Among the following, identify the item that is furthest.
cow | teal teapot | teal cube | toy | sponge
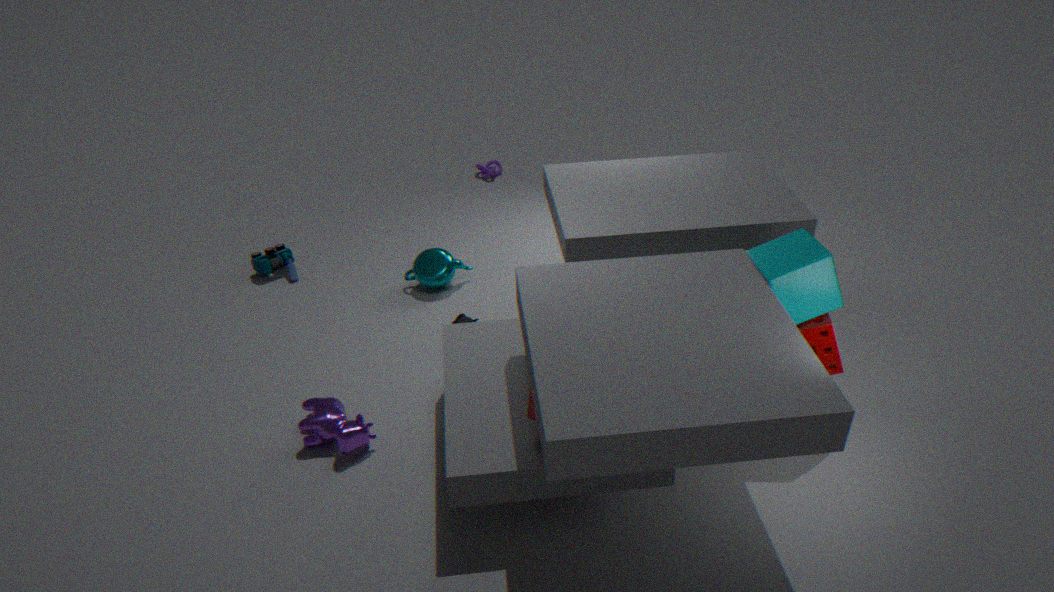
toy
